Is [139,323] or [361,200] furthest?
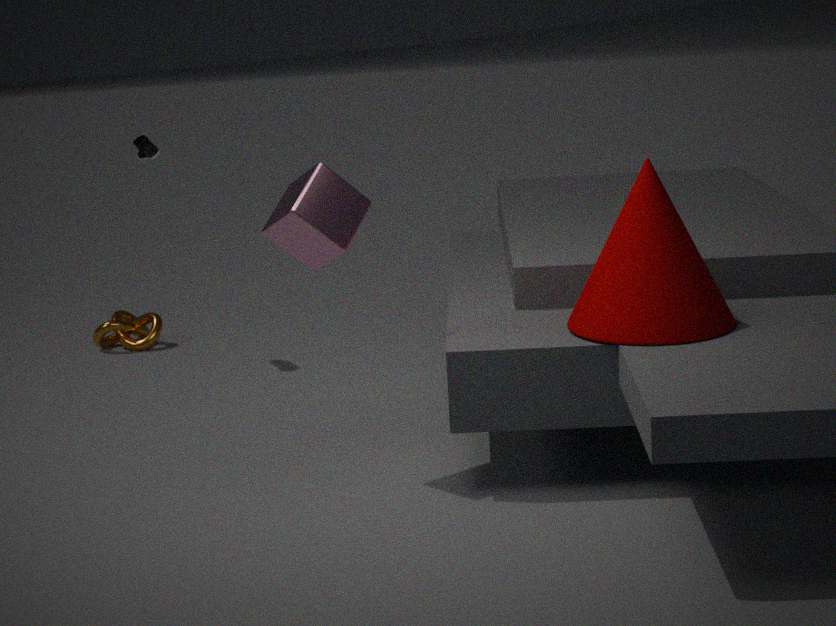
[139,323]
